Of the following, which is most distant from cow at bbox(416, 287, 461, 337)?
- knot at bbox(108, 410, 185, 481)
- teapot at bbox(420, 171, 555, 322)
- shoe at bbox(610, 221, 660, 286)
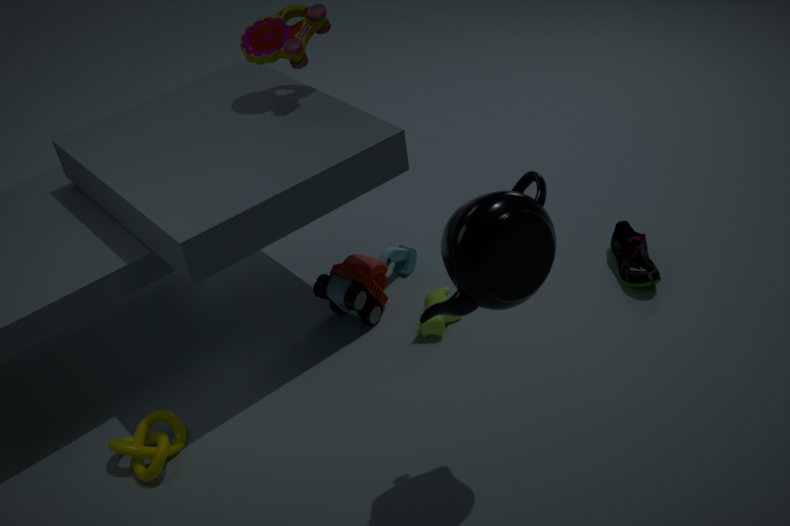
knot at bbox(108, 410, 185, 481)
